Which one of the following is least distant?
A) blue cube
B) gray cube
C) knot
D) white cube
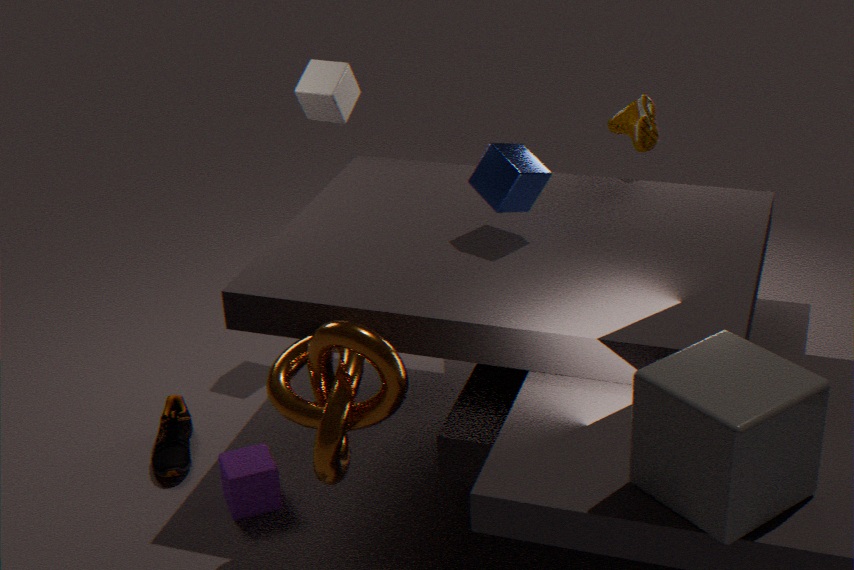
gray cube
